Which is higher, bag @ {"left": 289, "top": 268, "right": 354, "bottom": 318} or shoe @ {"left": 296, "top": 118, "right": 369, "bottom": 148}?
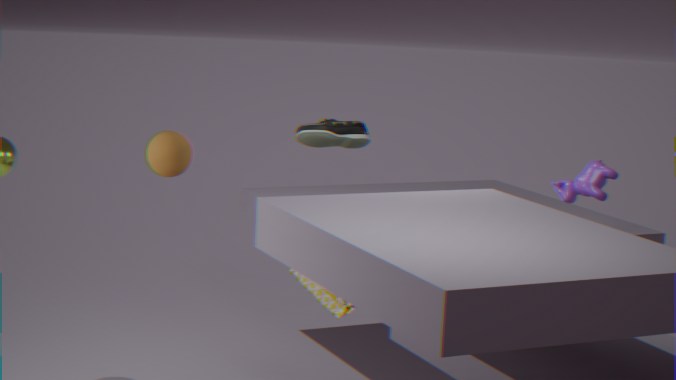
shoe @ {"left": 296, "top": 118, "right": 369, "bottom": 148}
